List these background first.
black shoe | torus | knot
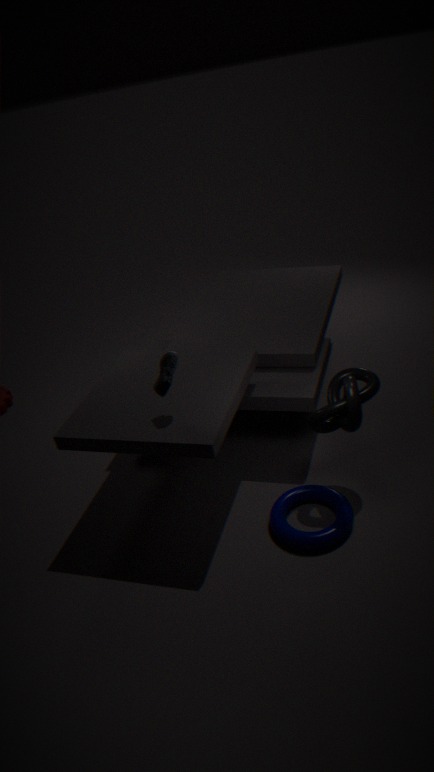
1. torus
2. black shoe
3. knot
